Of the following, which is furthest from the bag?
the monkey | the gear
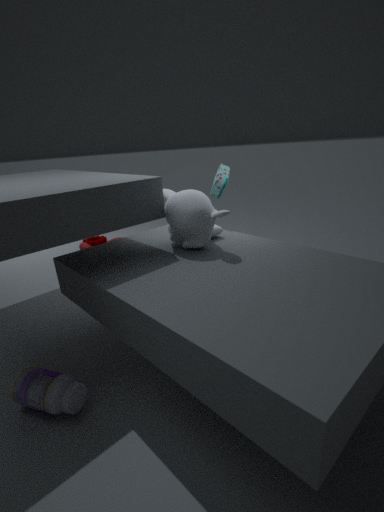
the gear
